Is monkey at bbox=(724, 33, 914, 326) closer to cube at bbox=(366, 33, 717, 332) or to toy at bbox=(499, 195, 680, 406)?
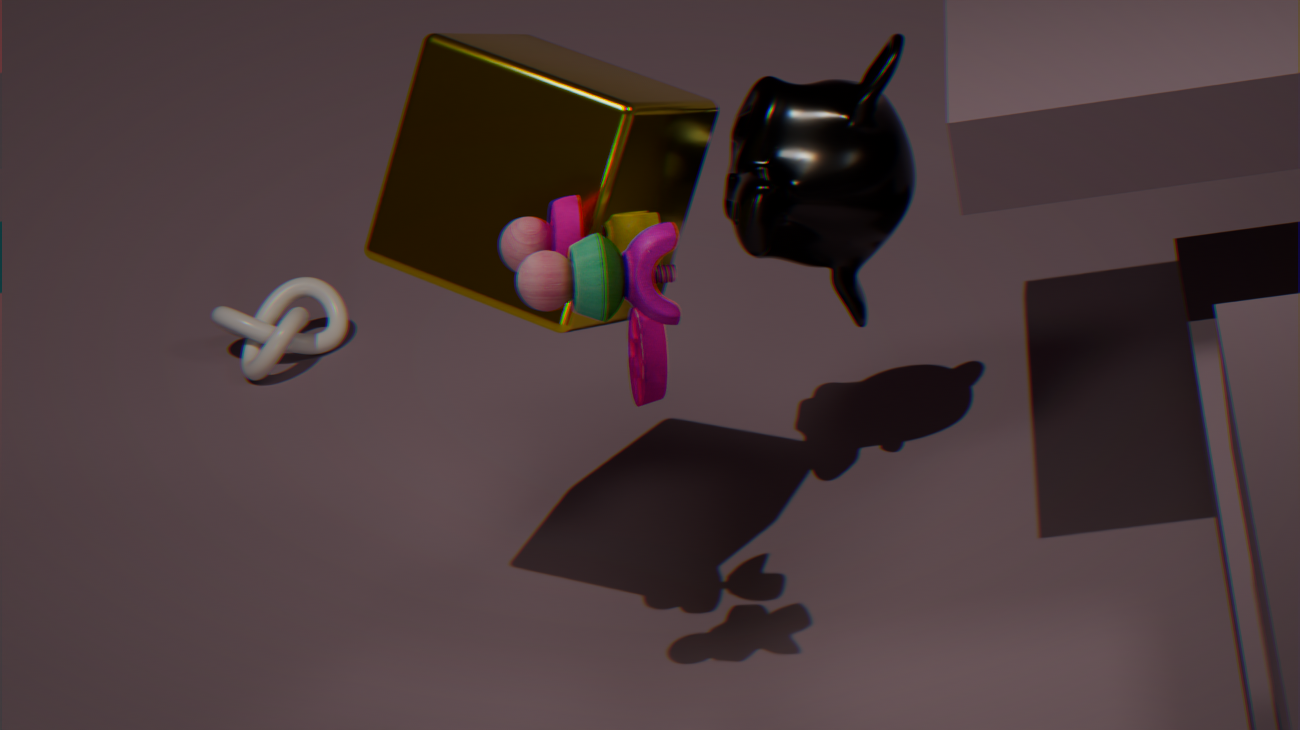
cube at bbox=(366, 33, 717, 332)
